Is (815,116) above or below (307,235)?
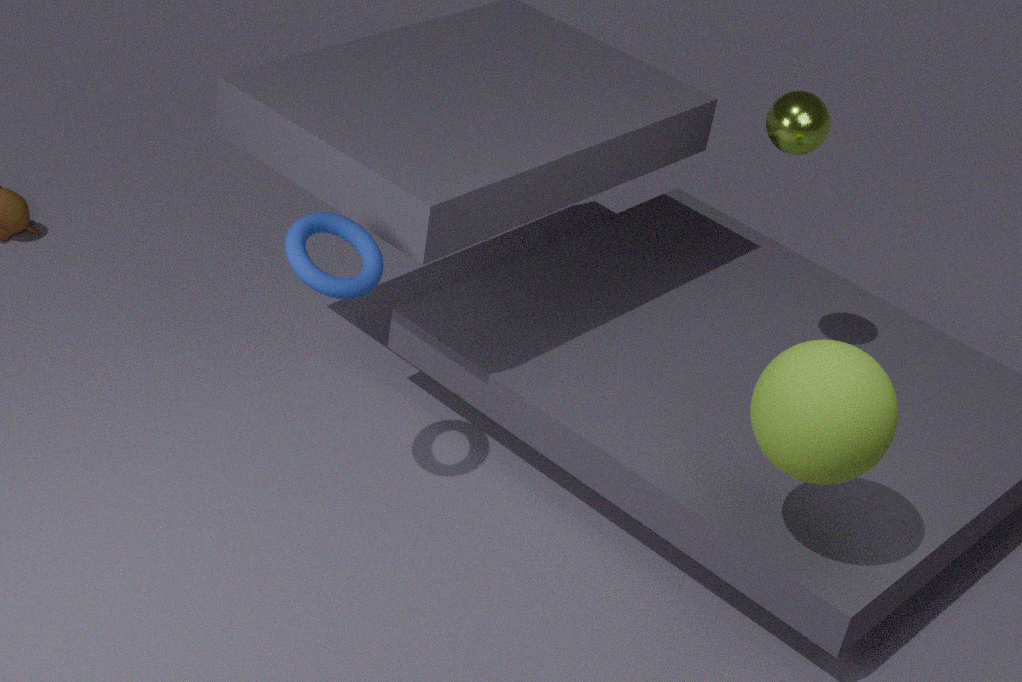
above
